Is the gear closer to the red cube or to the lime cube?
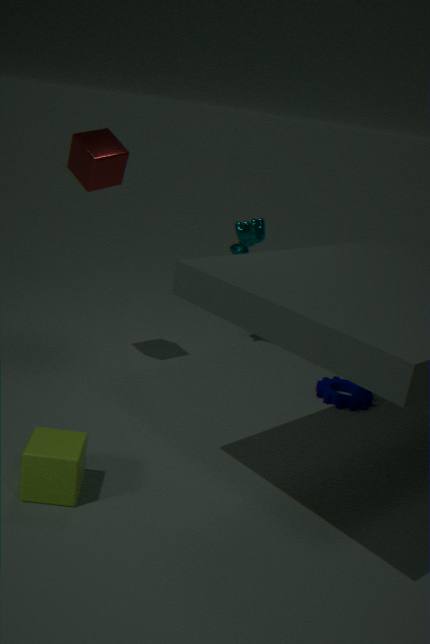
the lime cube
